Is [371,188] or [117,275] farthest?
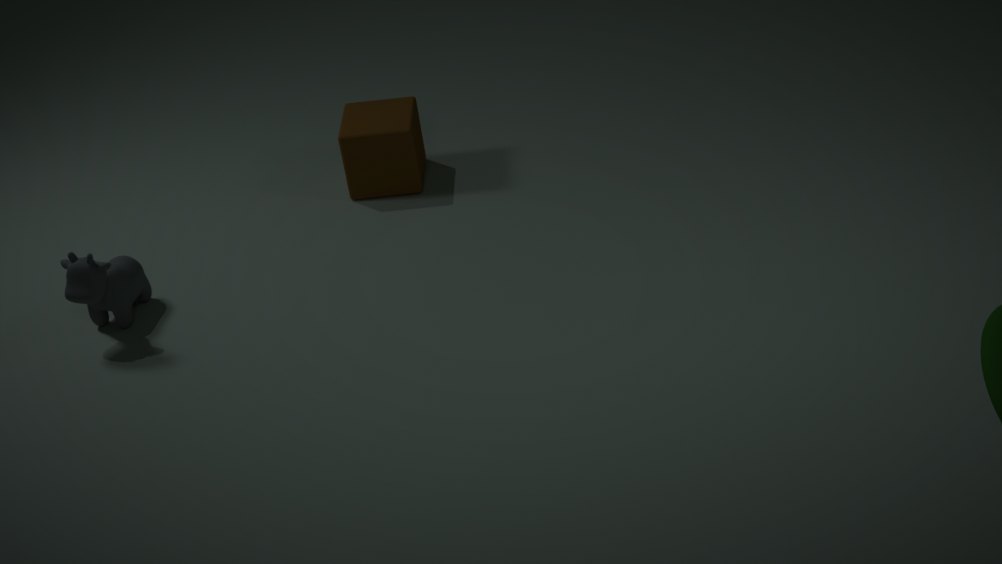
[371,188]
